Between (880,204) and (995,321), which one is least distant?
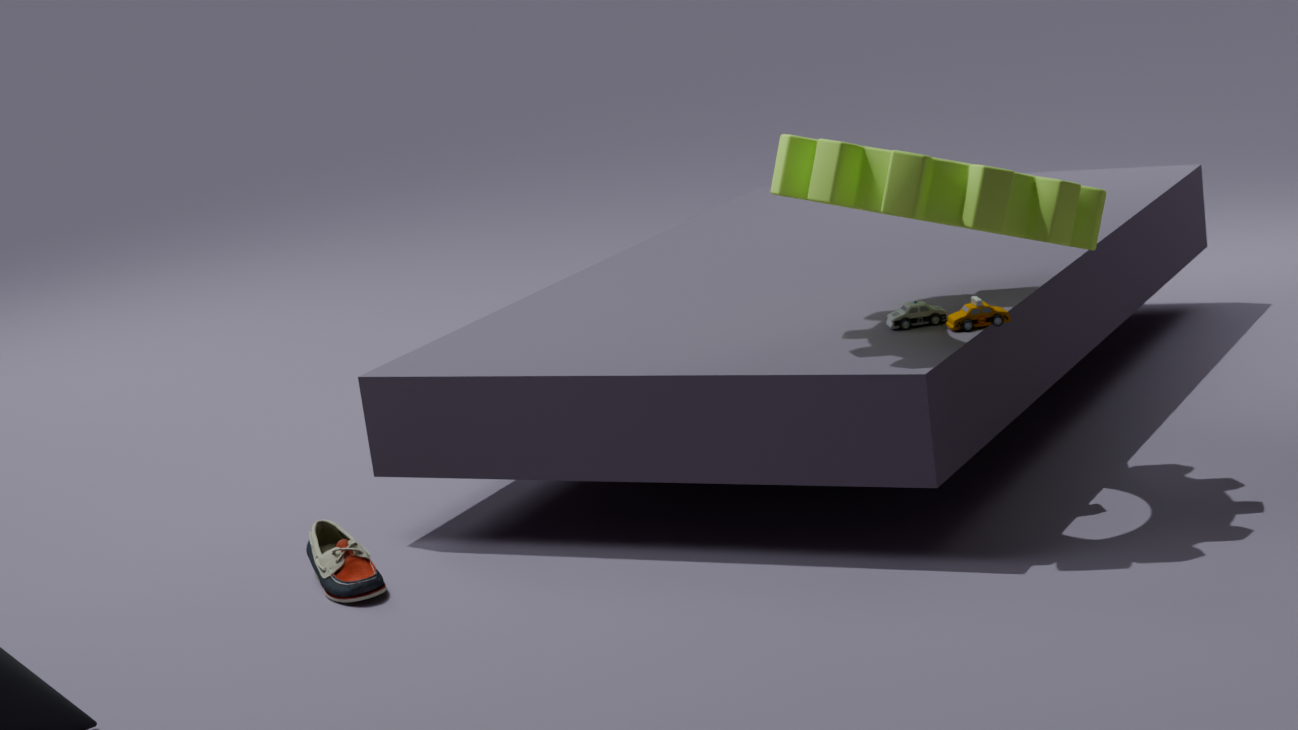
(880,204)
